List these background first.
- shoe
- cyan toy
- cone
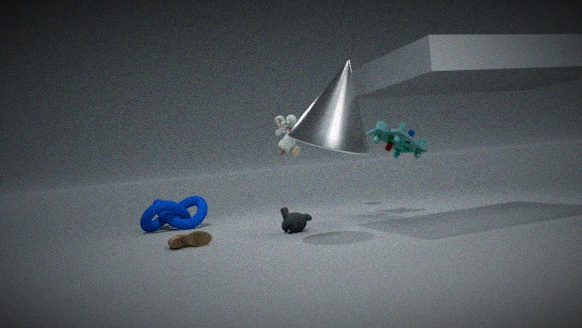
cyan toy < shoe < cone
